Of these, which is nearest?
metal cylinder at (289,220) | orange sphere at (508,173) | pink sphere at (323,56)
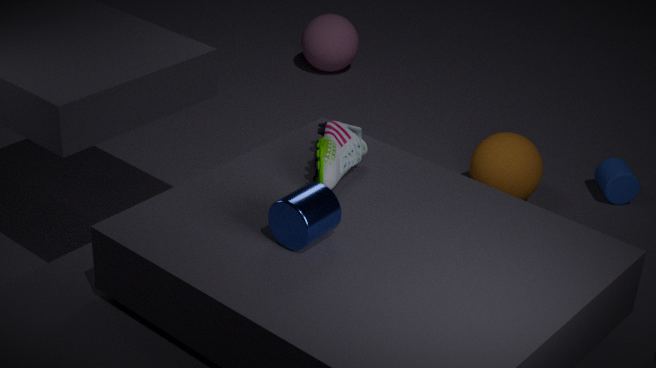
metal cylinder at (289,220)
